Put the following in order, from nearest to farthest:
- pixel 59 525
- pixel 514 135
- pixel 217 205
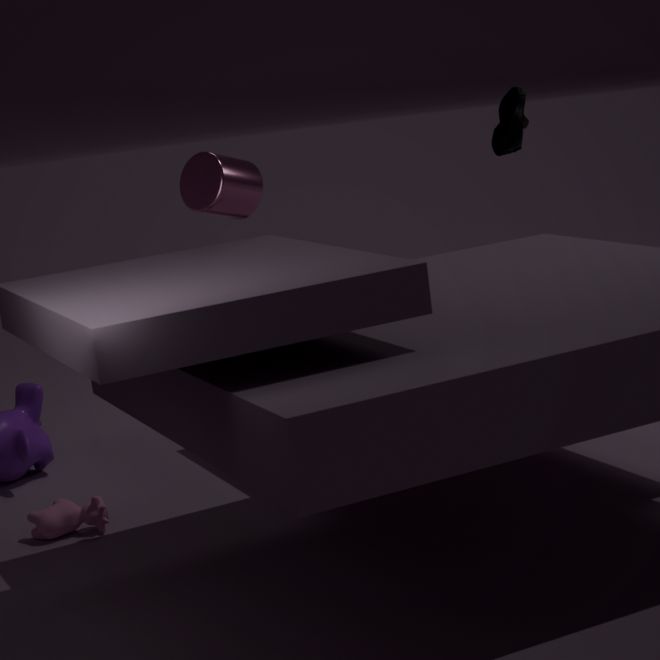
pixel 217 205 < pixel 59 525 < pixel 514 135
